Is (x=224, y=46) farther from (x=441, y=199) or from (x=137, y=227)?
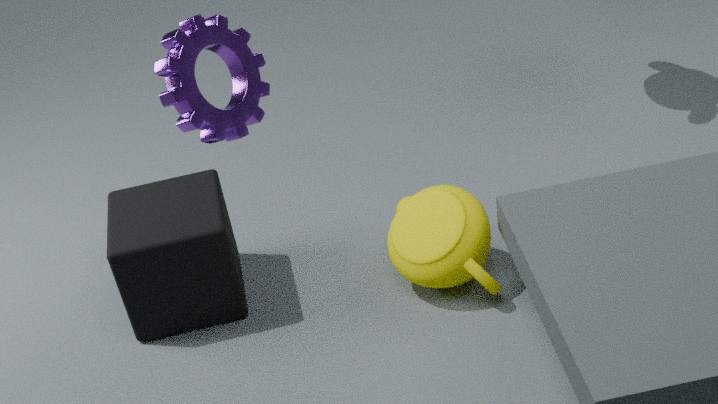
(x=441, y=199)
